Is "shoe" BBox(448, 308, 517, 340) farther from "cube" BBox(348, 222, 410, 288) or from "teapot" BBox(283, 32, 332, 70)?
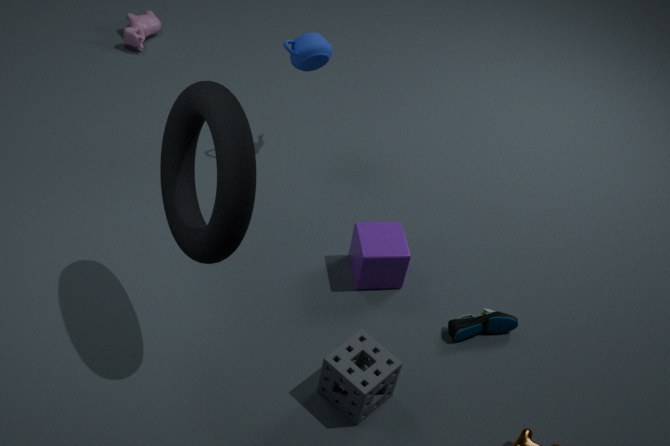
"teapot" BBox(283, 32, 332, 70)
